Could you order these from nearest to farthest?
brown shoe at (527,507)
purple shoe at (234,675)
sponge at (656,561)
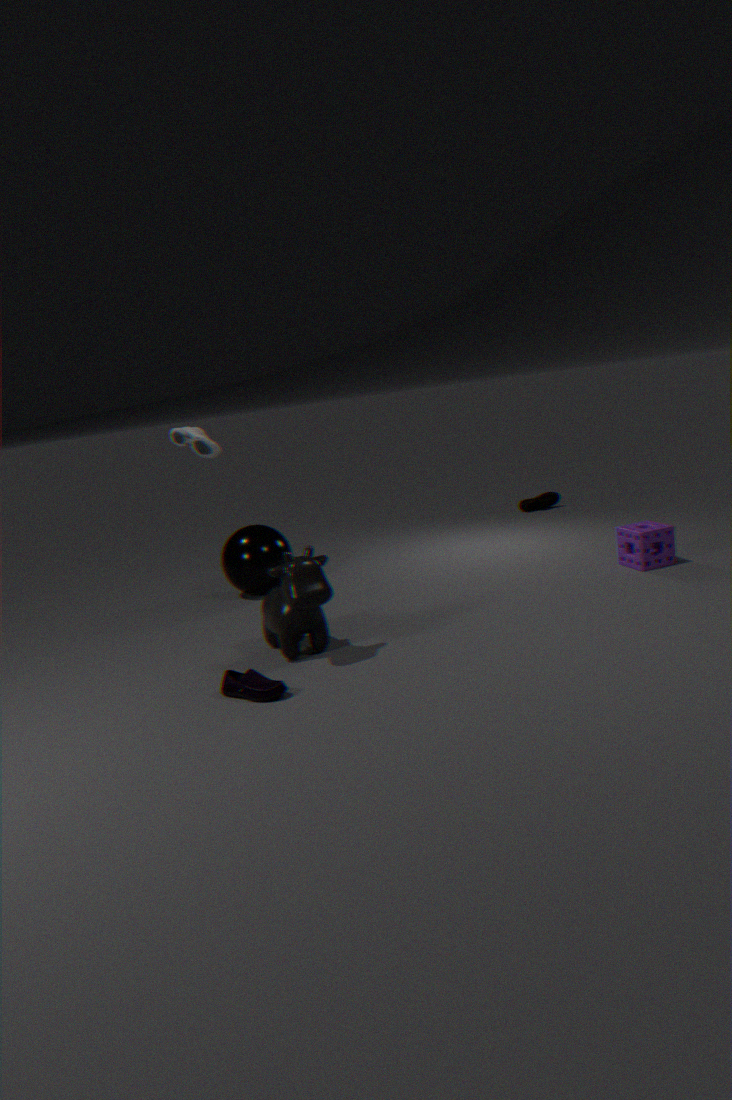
purple shoe at (234,675) → sponge at (656,561) → brown shoe at (527,507)
